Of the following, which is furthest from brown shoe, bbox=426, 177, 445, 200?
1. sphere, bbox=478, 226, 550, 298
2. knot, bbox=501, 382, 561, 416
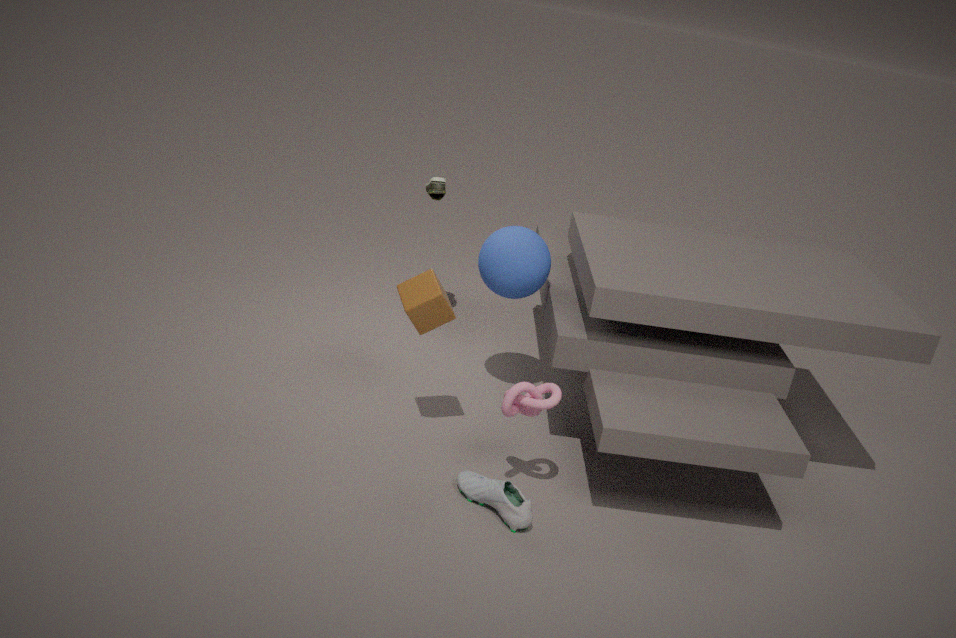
knot, bbox=501, 382, 561, 416
